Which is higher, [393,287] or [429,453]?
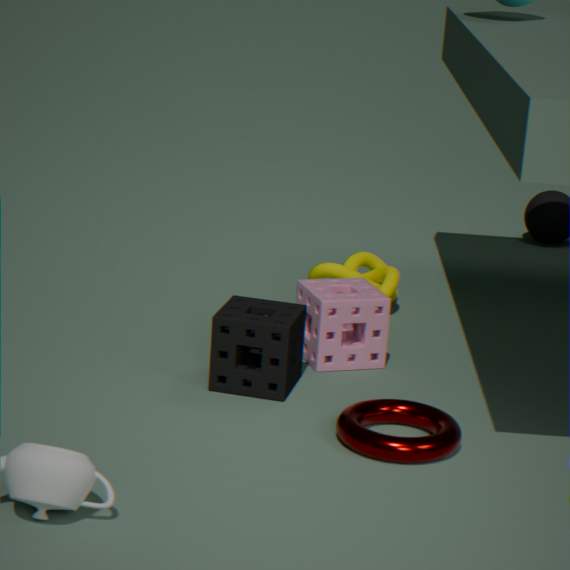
[393,287]
